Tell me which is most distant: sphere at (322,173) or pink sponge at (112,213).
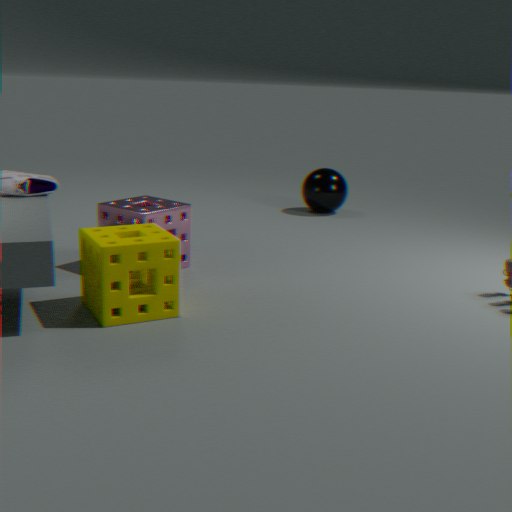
sphere at (322,173)
